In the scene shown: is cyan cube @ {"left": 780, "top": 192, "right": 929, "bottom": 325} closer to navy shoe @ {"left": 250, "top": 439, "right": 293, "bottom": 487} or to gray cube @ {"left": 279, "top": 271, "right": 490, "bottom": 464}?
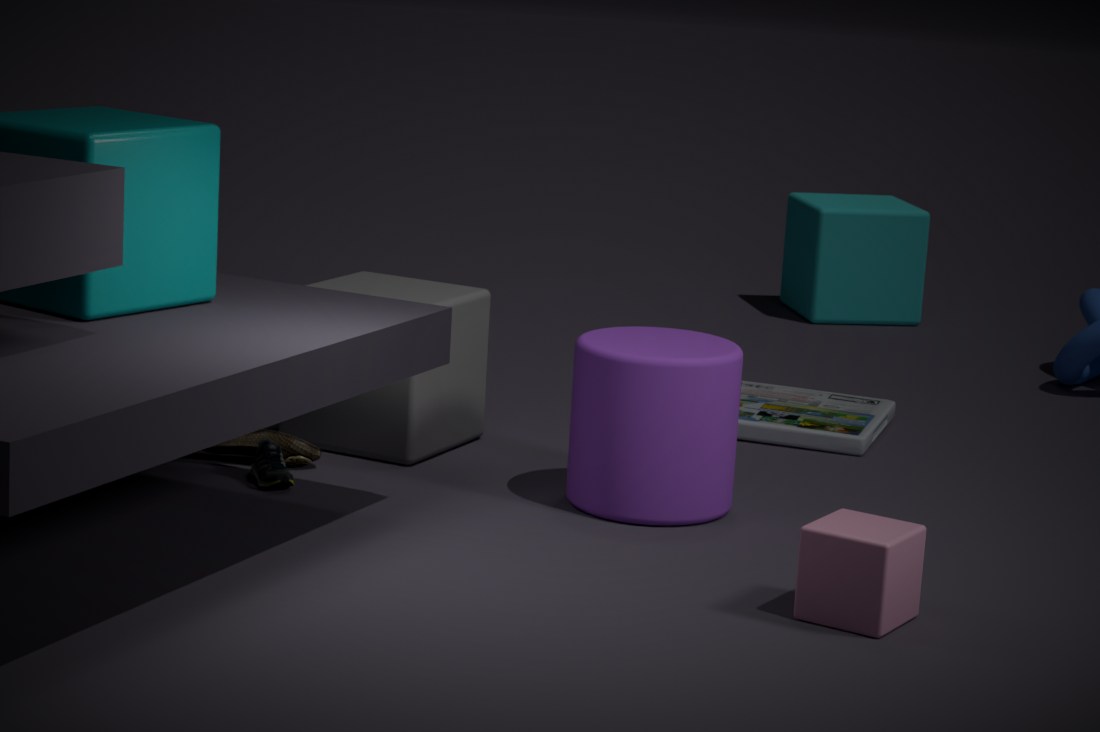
gray cube @ {"left": 279, "top": 271, "right": 490, "bottom": 464}
